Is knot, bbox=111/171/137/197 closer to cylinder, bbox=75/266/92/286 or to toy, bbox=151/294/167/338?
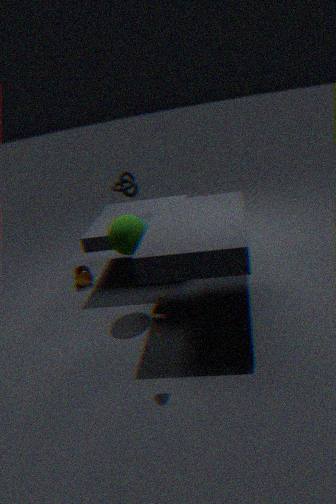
cylinder, bbox=75/266/92/286
